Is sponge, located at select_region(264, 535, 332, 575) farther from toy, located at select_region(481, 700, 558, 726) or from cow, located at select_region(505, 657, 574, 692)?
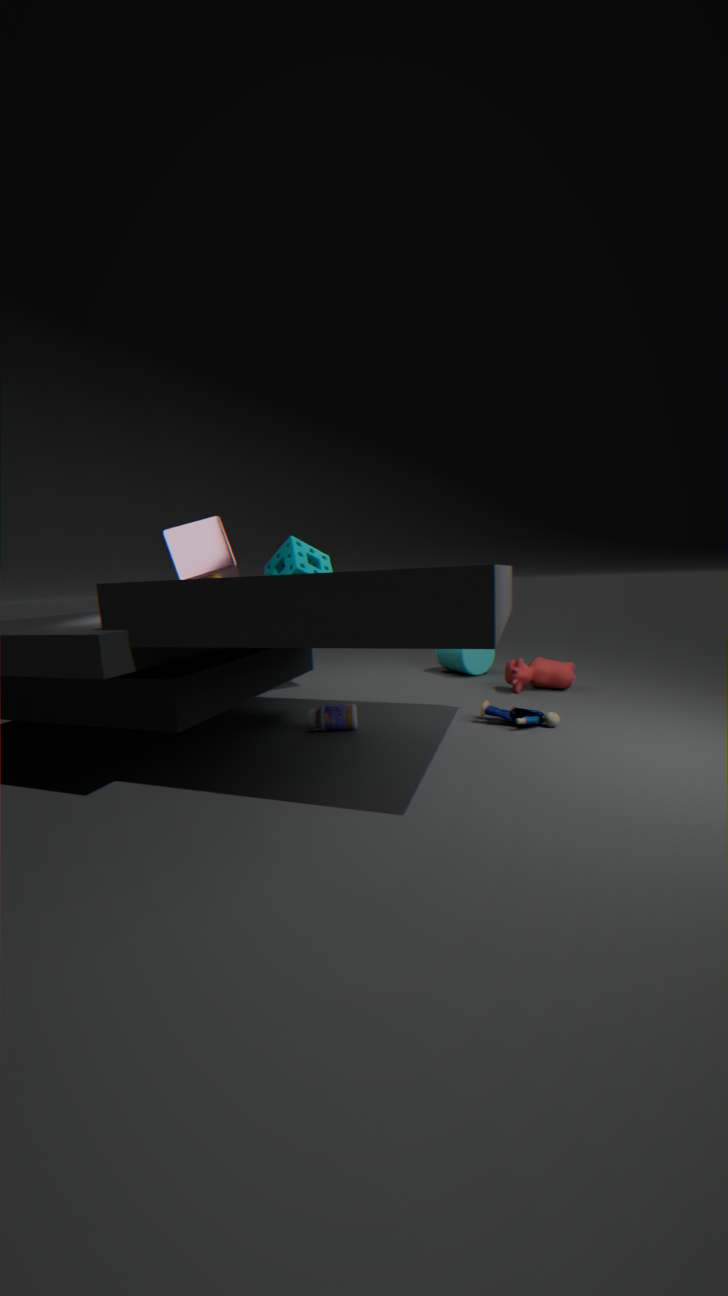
toy, located at select_region(481, 700, 558, 726)
